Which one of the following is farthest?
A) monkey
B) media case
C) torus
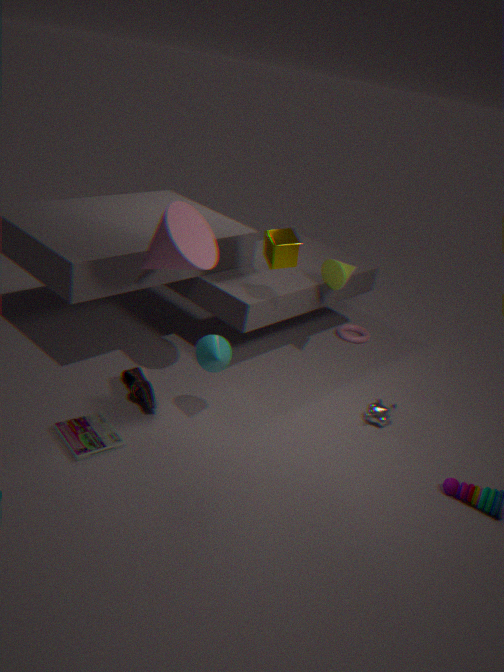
torus
